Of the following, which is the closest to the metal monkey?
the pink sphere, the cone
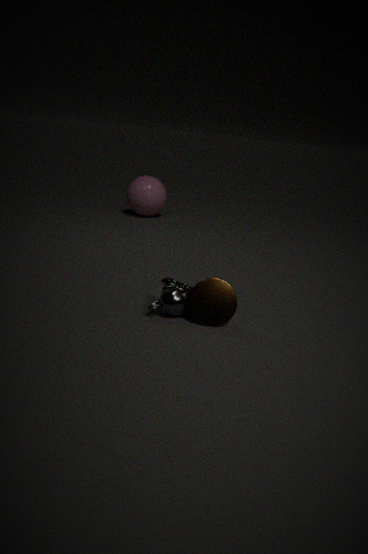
the cone
